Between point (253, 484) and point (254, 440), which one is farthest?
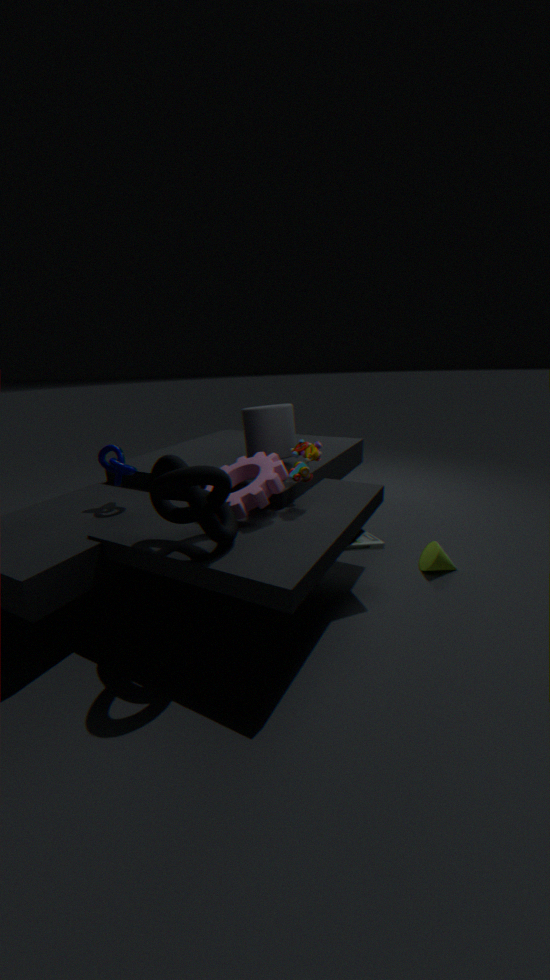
point (254, 440)
